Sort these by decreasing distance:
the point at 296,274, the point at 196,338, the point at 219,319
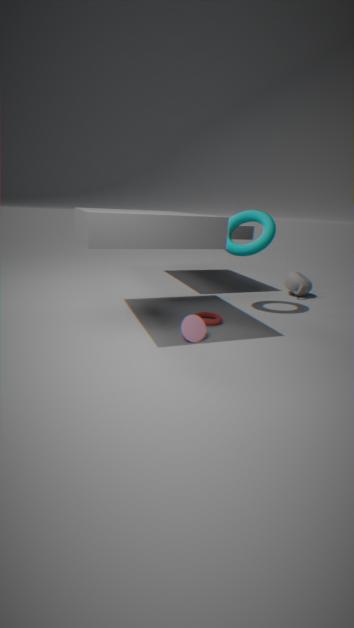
the point at 296,274, the point at 219,319, the point at 196,338
